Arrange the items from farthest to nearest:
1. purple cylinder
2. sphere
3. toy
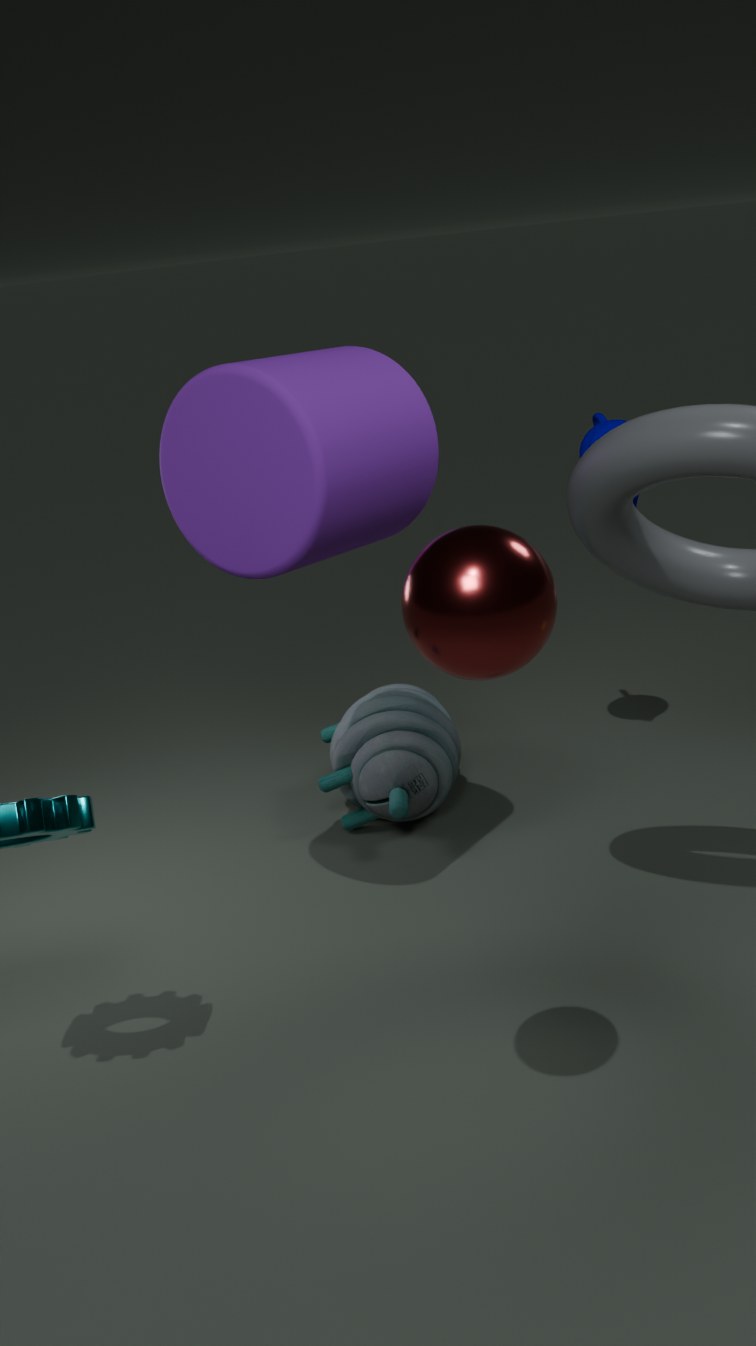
1. toy
2. purple cylinder
3. sphere
